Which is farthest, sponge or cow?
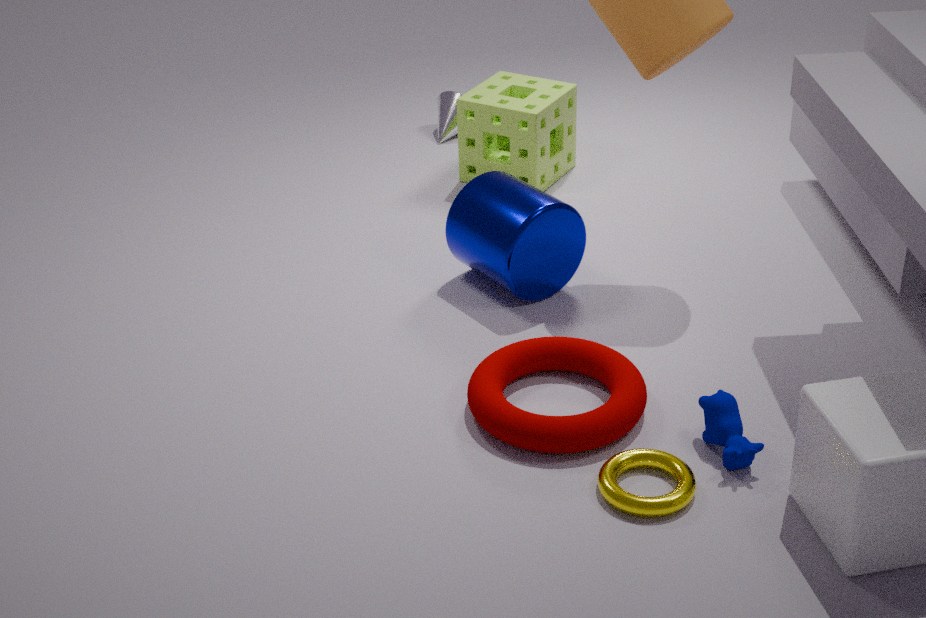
sponge
